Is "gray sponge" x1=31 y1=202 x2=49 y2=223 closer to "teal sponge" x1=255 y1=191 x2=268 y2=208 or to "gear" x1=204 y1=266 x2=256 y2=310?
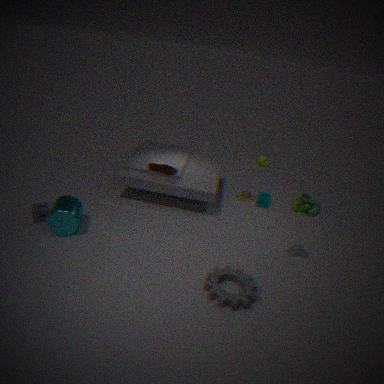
"gear" x1=204 y1=266 x2=256 y2=310
